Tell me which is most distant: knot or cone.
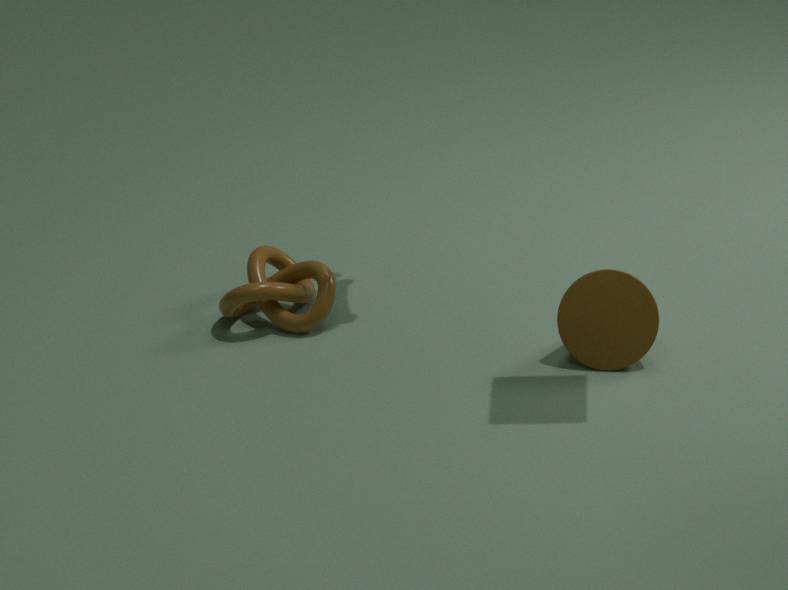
knot
